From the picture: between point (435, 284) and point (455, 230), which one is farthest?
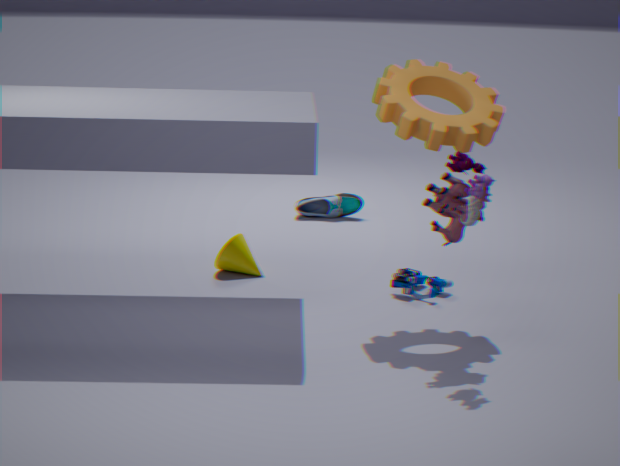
point (435, 284)
